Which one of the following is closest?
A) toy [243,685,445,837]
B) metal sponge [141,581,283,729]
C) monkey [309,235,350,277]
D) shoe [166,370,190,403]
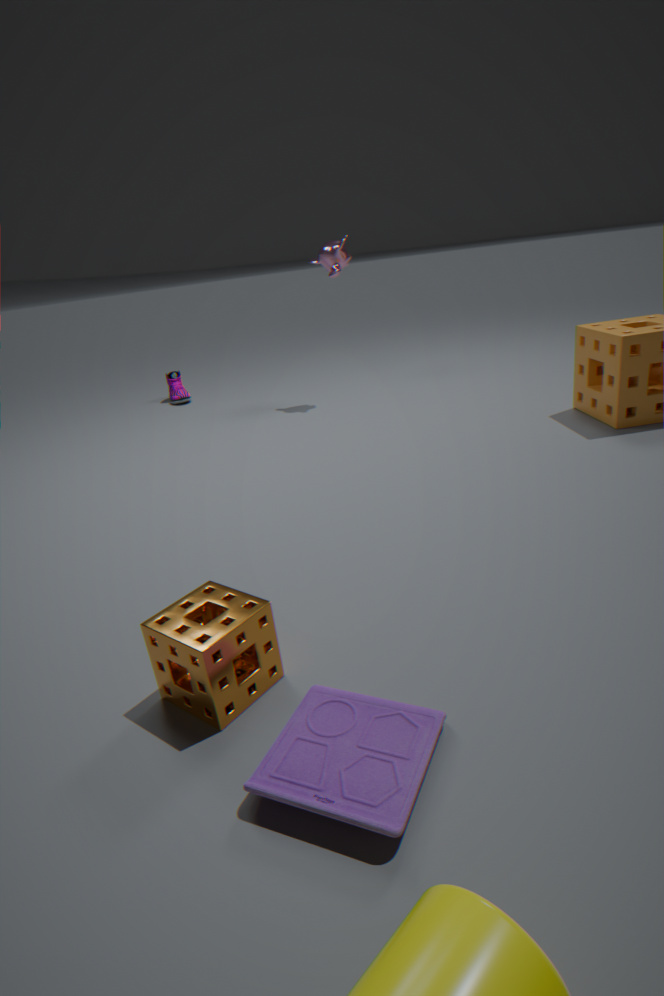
A. toy [243,685,445,837]
